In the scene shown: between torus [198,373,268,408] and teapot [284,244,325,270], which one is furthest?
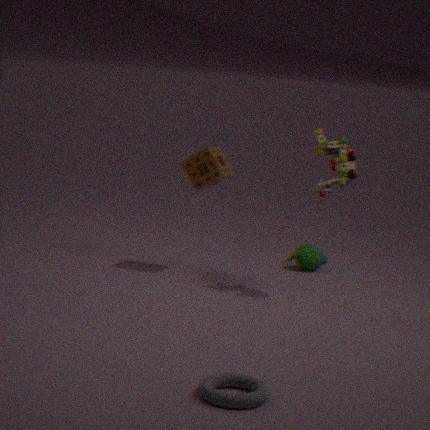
teapot [284,244,325,270]
